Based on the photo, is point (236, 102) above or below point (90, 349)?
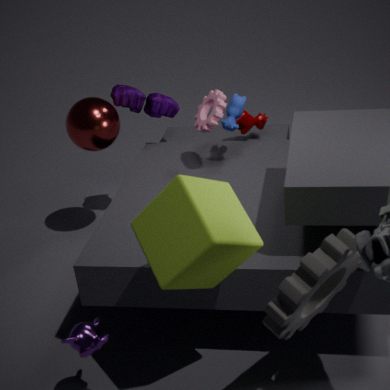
above
